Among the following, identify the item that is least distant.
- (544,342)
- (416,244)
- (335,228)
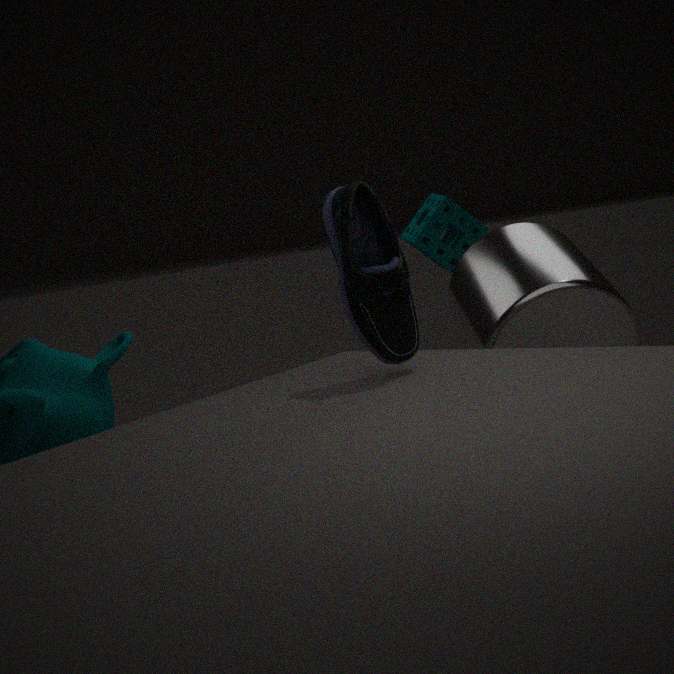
(335,228)
